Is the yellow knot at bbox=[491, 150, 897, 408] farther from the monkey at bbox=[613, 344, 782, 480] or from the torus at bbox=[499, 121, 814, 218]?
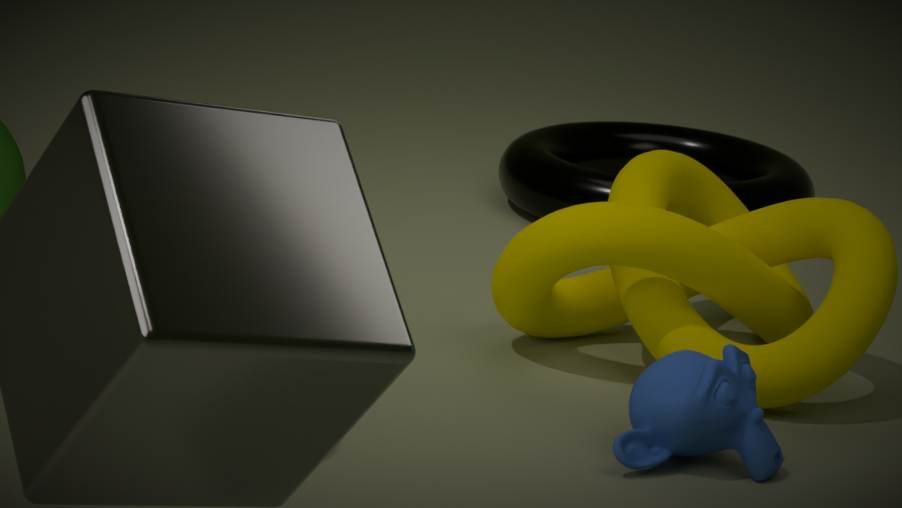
the torus at bbox=[499, 121, 814, 218]
